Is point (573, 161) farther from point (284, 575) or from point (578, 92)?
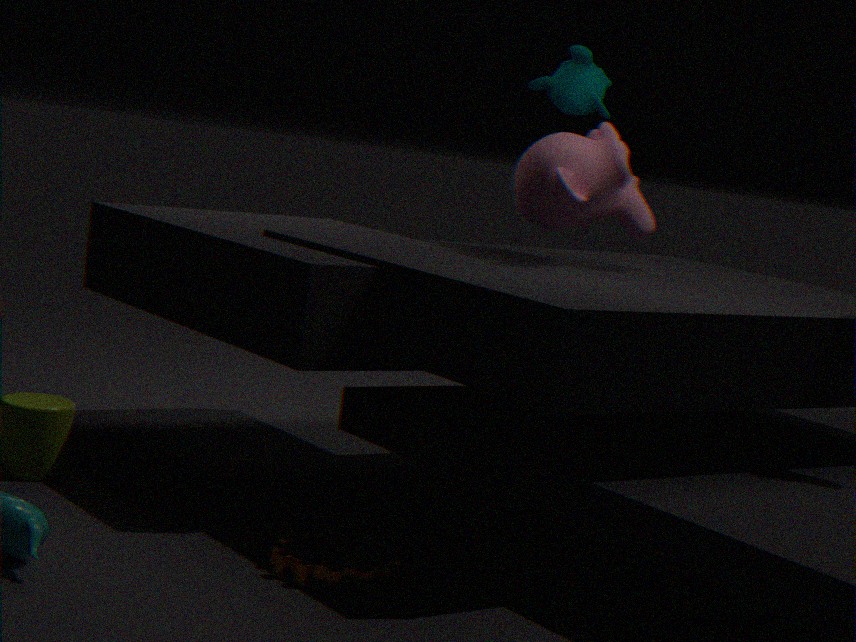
point (284, 575)
